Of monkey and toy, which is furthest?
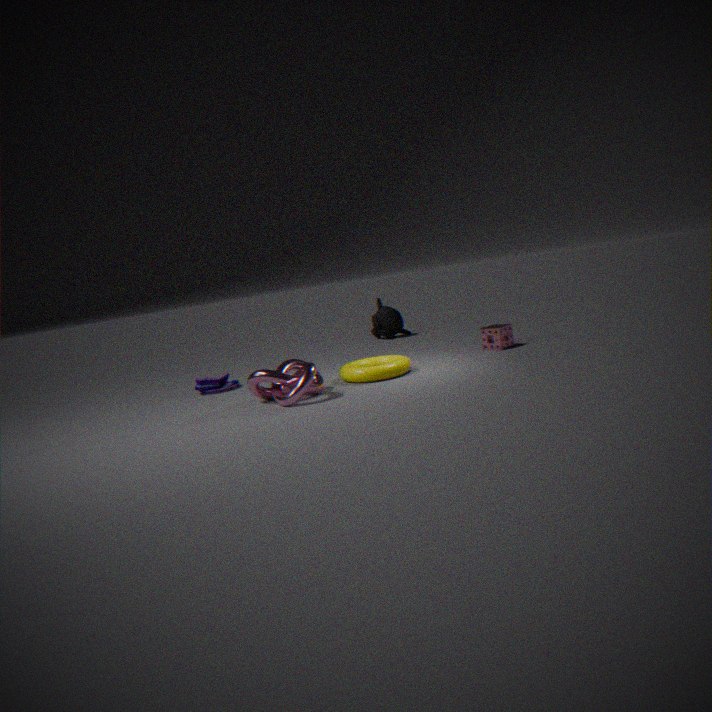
monkey
